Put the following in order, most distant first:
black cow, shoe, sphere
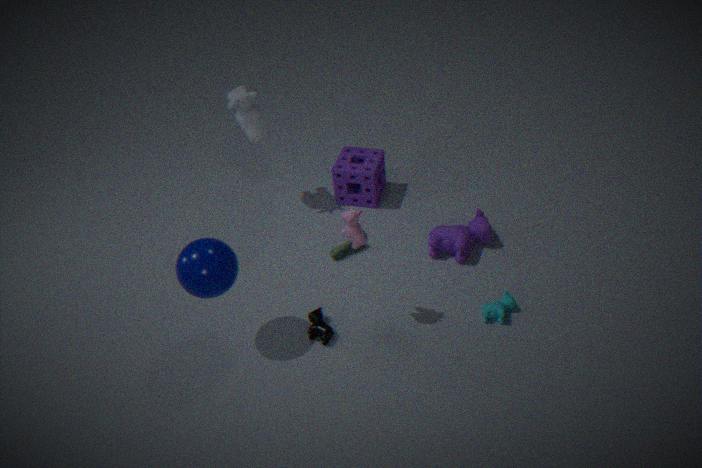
shoe < black cow < sphere
